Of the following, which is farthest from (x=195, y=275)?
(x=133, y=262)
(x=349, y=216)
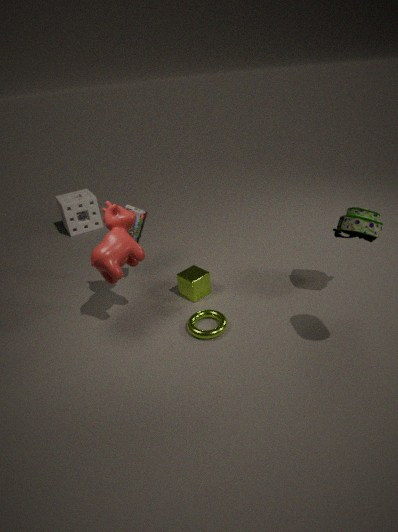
(x=349, y=216)
